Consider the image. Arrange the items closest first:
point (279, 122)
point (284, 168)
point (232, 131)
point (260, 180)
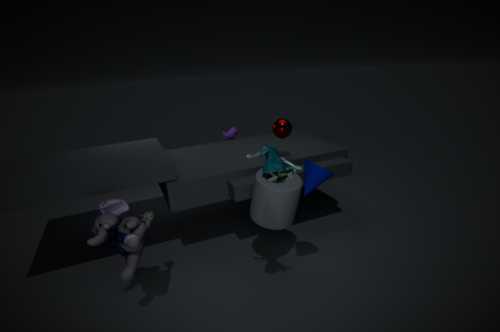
point (284, 168)
point (260, 180)
point (279, 122)
point (232, 131)
